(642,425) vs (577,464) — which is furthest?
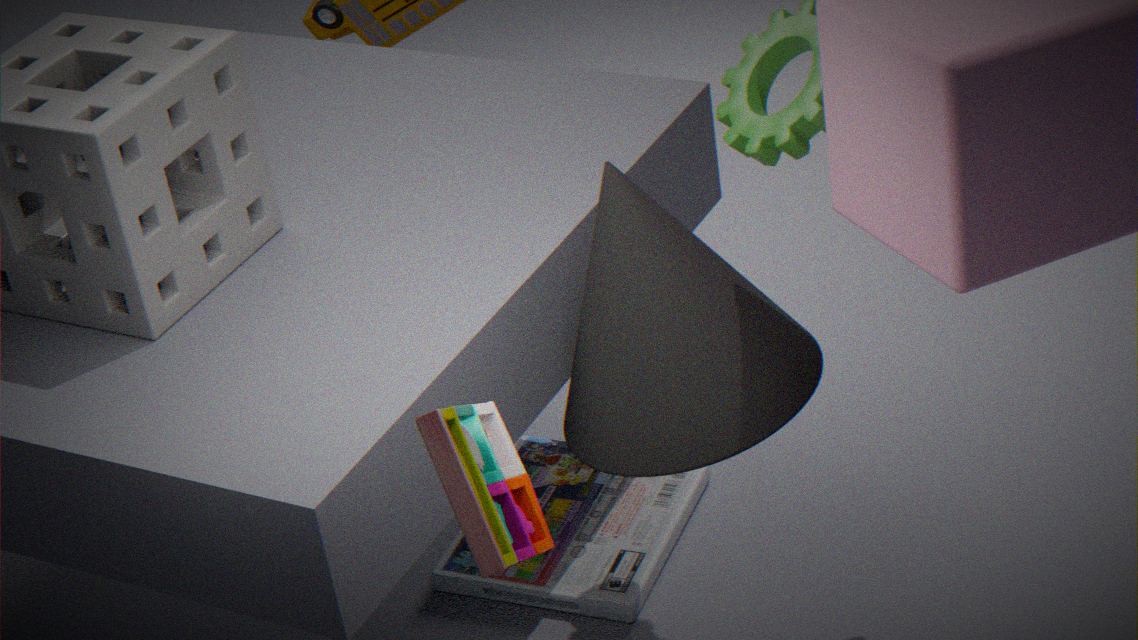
(577,464)
